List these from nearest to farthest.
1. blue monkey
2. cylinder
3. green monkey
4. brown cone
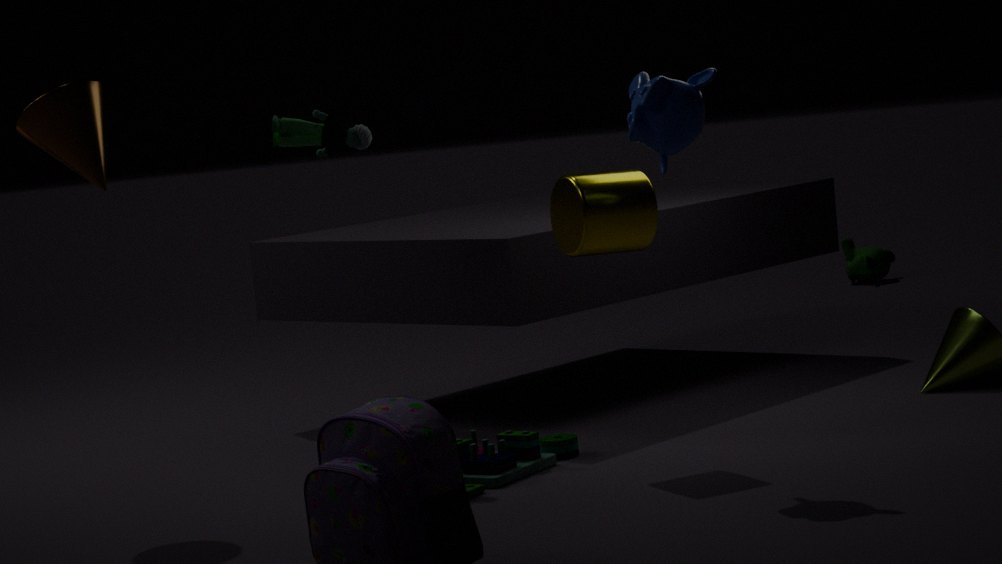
blue monkey, brown cone, cylinder, green monkey
